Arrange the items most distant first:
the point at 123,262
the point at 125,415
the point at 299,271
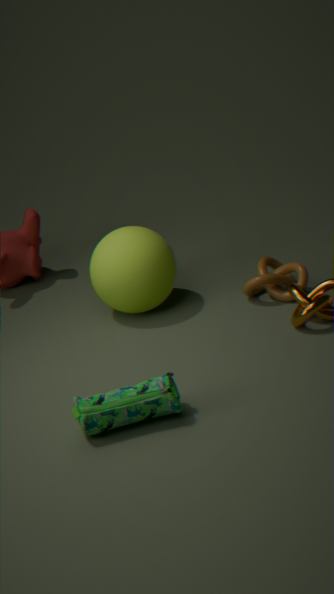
1. the point at 299,271
2. the point at 123,262
3. the point at 125,415
